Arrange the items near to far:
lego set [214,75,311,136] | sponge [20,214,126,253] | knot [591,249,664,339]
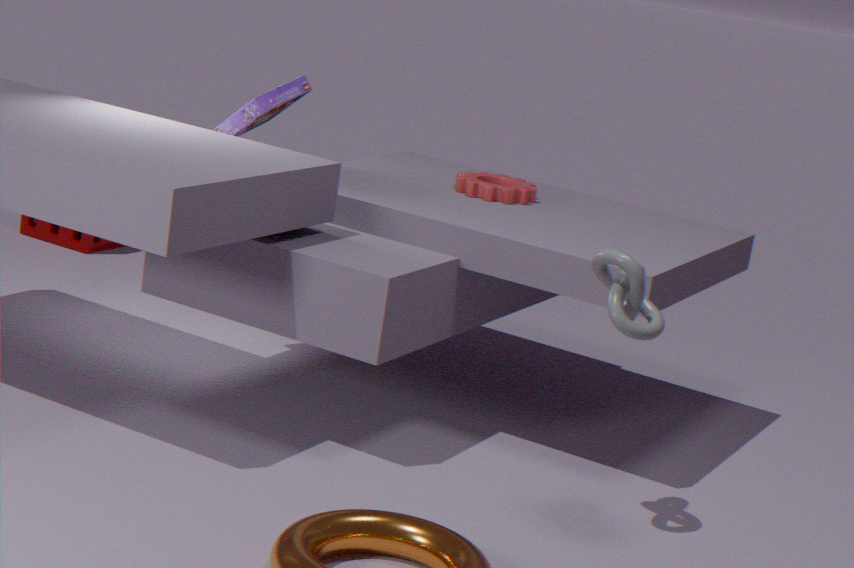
knot [591,249,664,339] → lego set [214,75,311,136] → sponge [20,214,126,253]
